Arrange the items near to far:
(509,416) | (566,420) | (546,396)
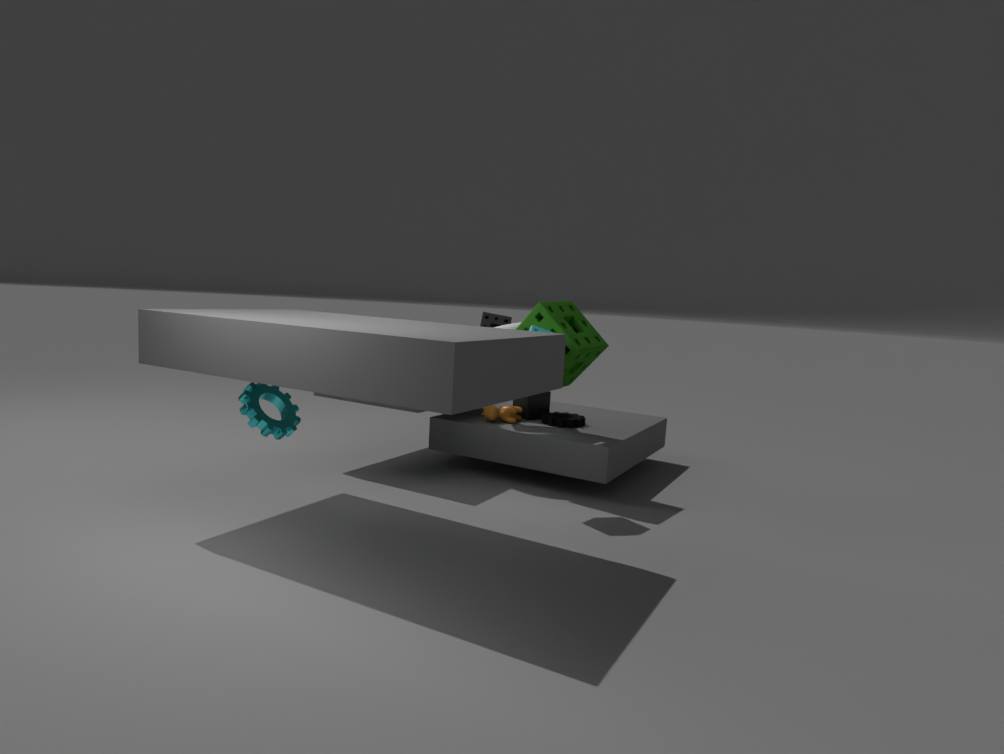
1. (566,420)
2. (509,416)
3. (546,396)
